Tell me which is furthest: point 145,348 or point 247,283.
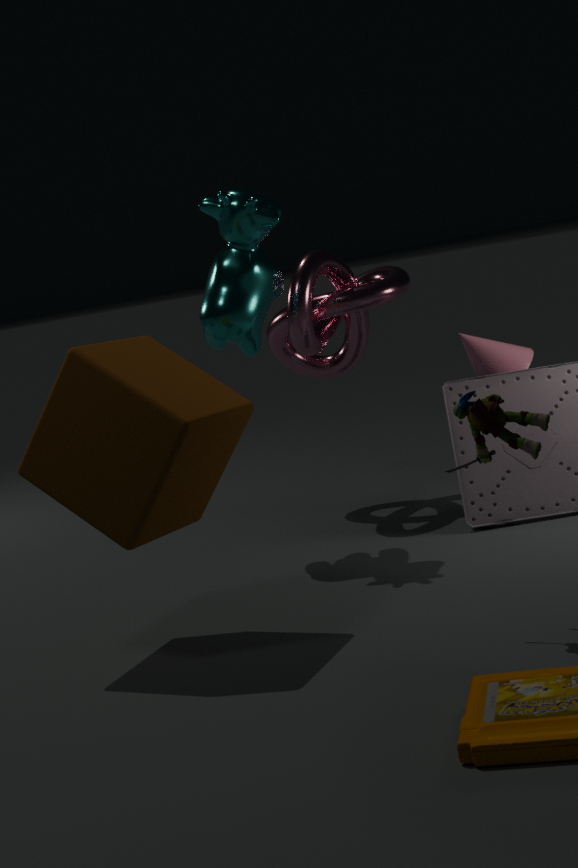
point 247,283
